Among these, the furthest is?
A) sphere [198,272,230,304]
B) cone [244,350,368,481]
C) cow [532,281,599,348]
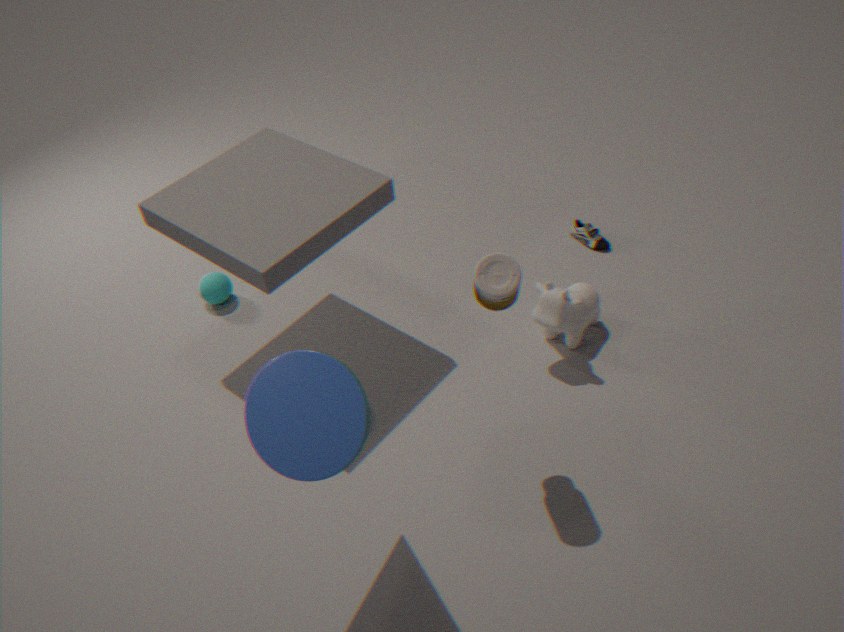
sphere [198,272,230,304]
